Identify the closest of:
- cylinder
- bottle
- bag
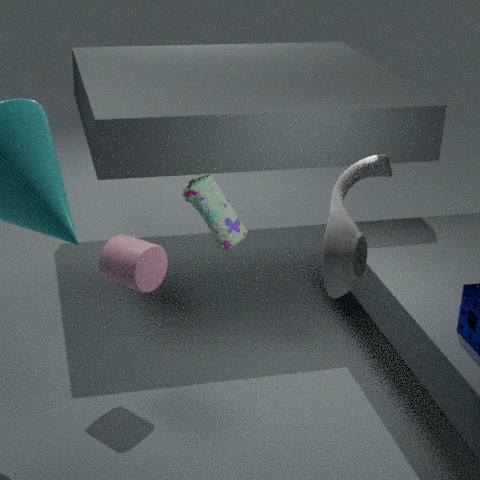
bottle
